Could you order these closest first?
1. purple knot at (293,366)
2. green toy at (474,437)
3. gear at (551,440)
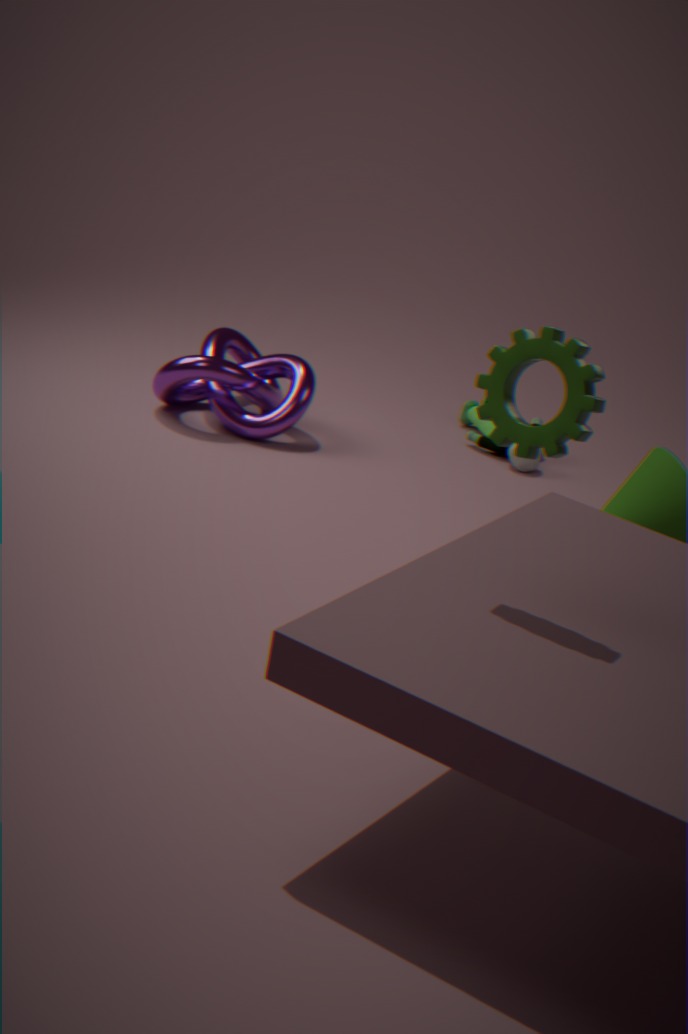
gear at (551,440) < purple knot at (293,366) < green toy at (474,437)
